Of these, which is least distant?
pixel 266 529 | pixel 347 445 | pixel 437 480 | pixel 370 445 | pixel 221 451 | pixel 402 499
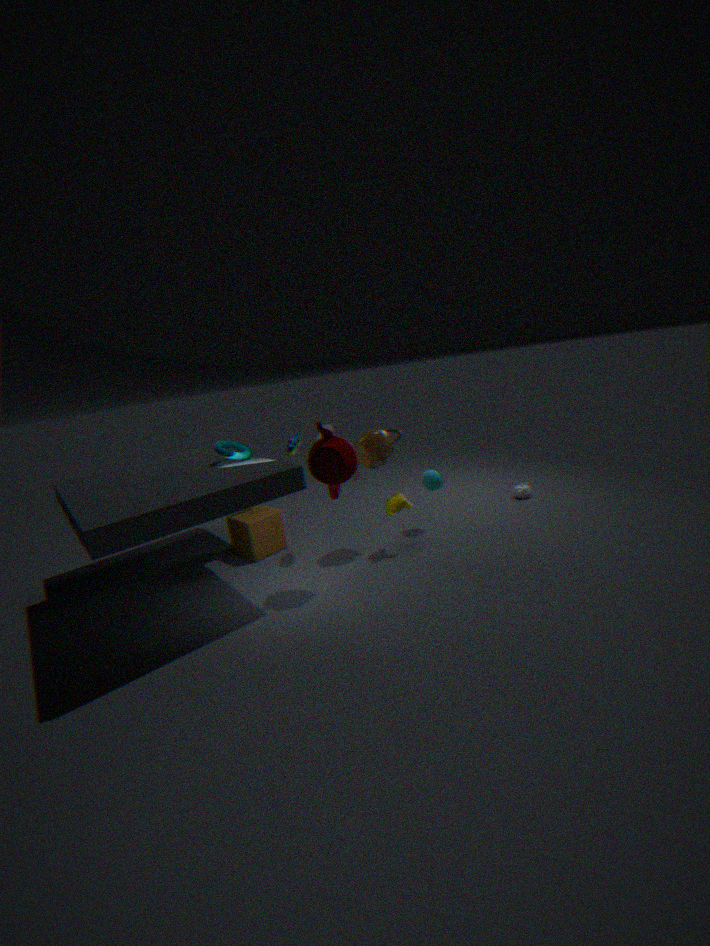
pixel 347 445
